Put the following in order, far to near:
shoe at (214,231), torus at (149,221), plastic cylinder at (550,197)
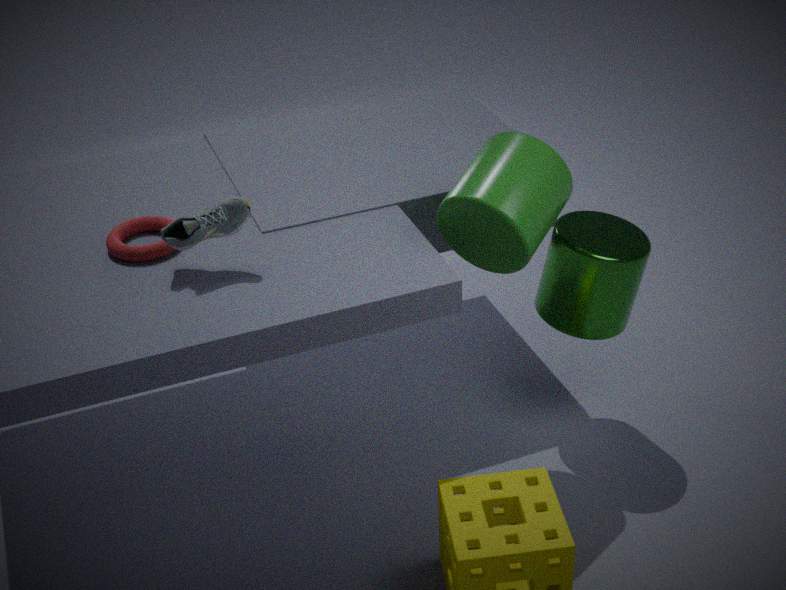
torus at (149,221) < plastic cylinder at (550,197) < shoe at (214,231)
